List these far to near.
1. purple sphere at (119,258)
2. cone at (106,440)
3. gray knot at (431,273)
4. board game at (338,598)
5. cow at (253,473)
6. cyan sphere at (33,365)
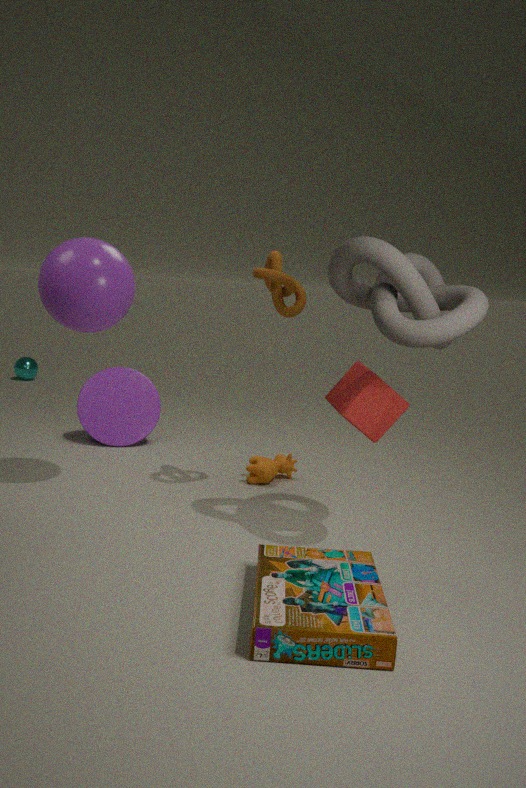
cyan sphere at (33,365)
cone at (106,440)
cow at (253,473)
purple sphere at (119,258)
gray knot at (431,273)
board game at (338,598)
